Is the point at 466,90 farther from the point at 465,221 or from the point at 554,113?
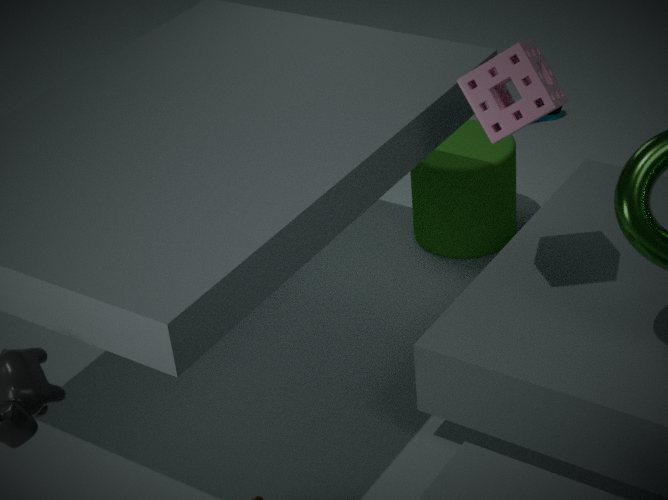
the point at 554,113
